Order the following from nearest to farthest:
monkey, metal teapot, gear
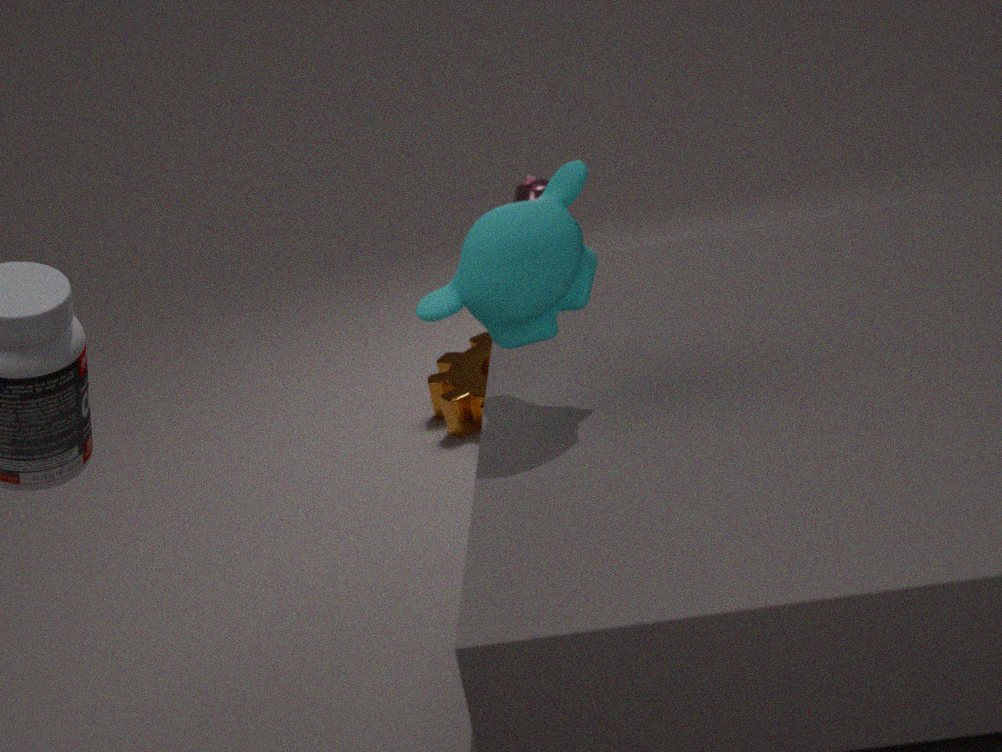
1. monkey
2. gear
3. metal teapot
